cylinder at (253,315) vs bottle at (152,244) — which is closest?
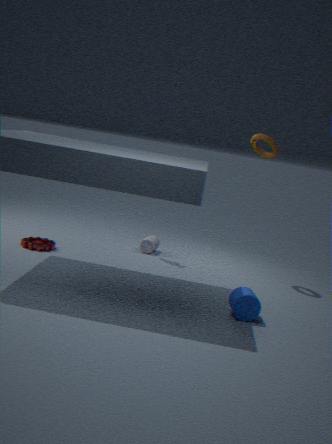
cylinder at (253,315)
